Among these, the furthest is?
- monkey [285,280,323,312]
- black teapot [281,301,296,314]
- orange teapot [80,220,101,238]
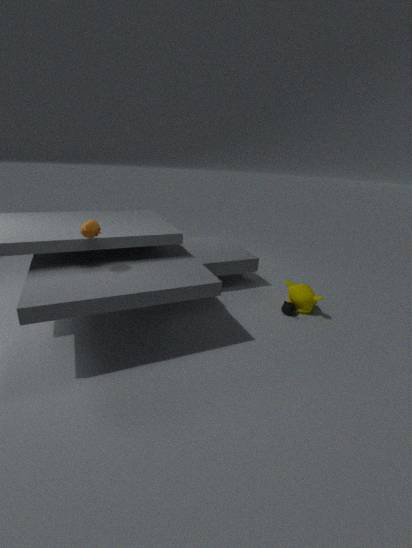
black teapot [281,301,296,314]
